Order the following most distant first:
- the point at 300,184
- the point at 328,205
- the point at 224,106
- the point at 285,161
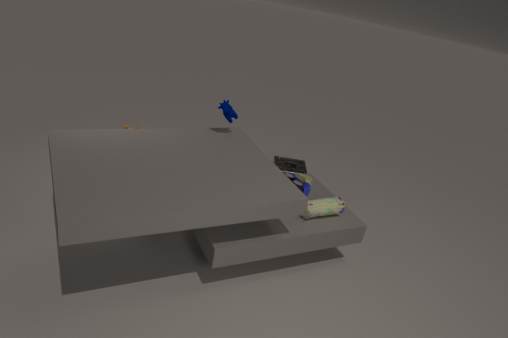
the point at 285,161 → the point at 224,106 → the point at 300,184 → the point at 328,205
